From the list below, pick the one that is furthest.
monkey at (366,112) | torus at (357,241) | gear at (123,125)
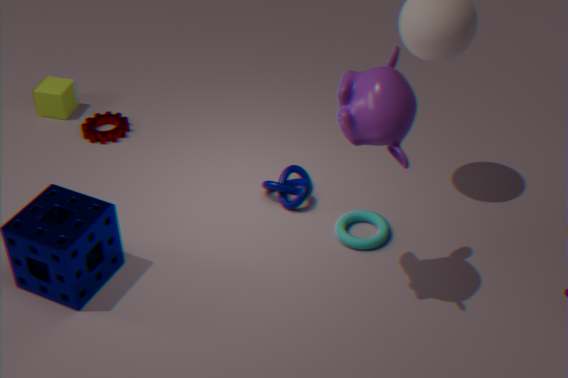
gear at (123,125)
